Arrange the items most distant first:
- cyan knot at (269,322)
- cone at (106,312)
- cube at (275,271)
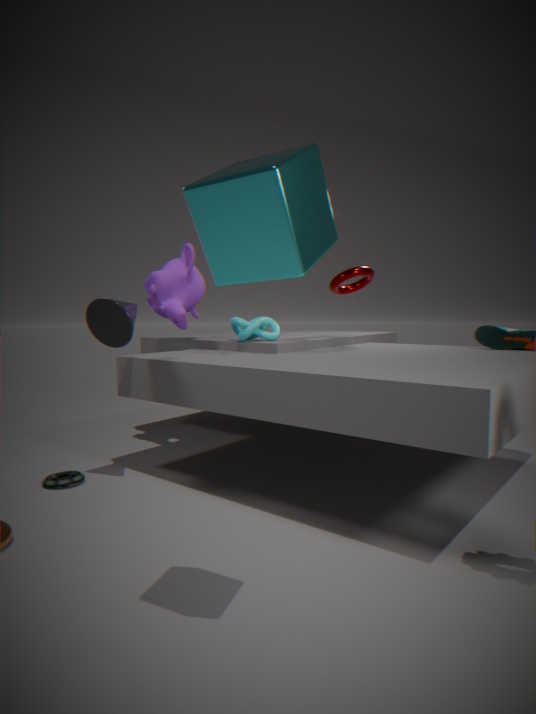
cyan knot at (269,322) → cone at (106,312) → cube at (275,271)
